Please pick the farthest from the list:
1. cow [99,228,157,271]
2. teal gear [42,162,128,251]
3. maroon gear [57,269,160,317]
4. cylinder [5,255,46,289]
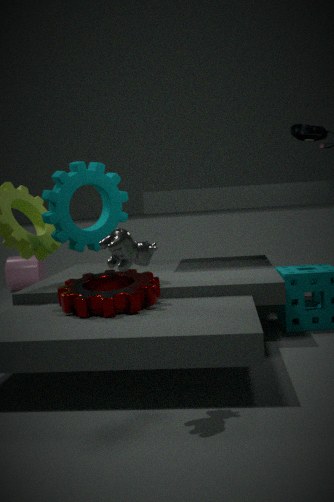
cylinder [5,255,46,289]
